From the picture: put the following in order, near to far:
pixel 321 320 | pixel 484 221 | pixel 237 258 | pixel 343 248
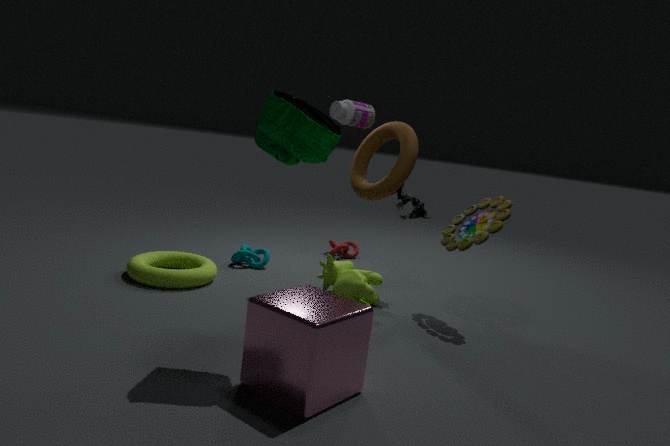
1. pixel 321 320
2. pixel 484 221
3. pixel 237 258
4. pixel 343 248
